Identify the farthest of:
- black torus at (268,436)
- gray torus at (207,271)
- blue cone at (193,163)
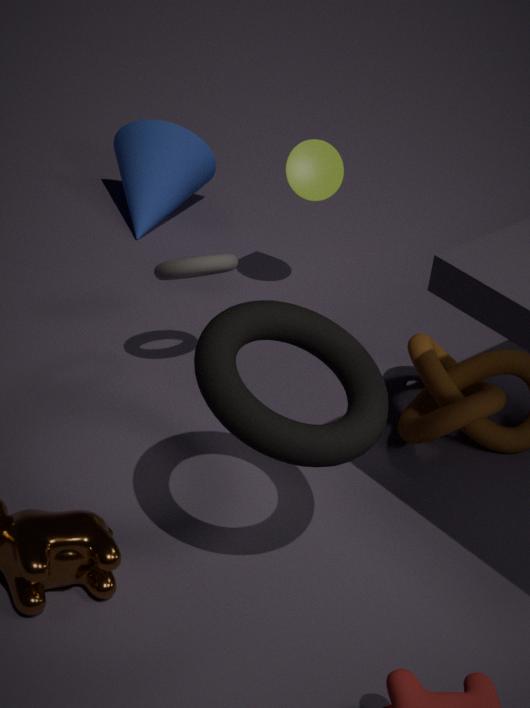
blue cone at (193,163)
